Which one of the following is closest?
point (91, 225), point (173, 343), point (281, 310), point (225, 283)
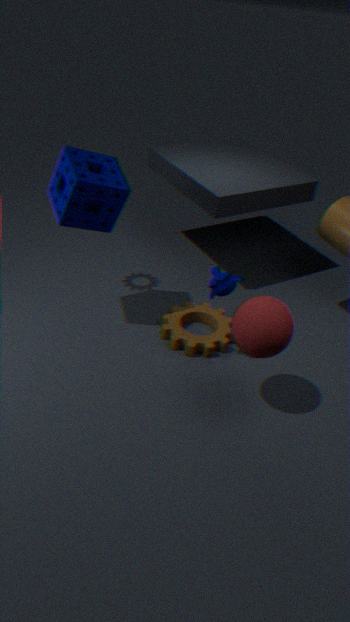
point (281, 310)
